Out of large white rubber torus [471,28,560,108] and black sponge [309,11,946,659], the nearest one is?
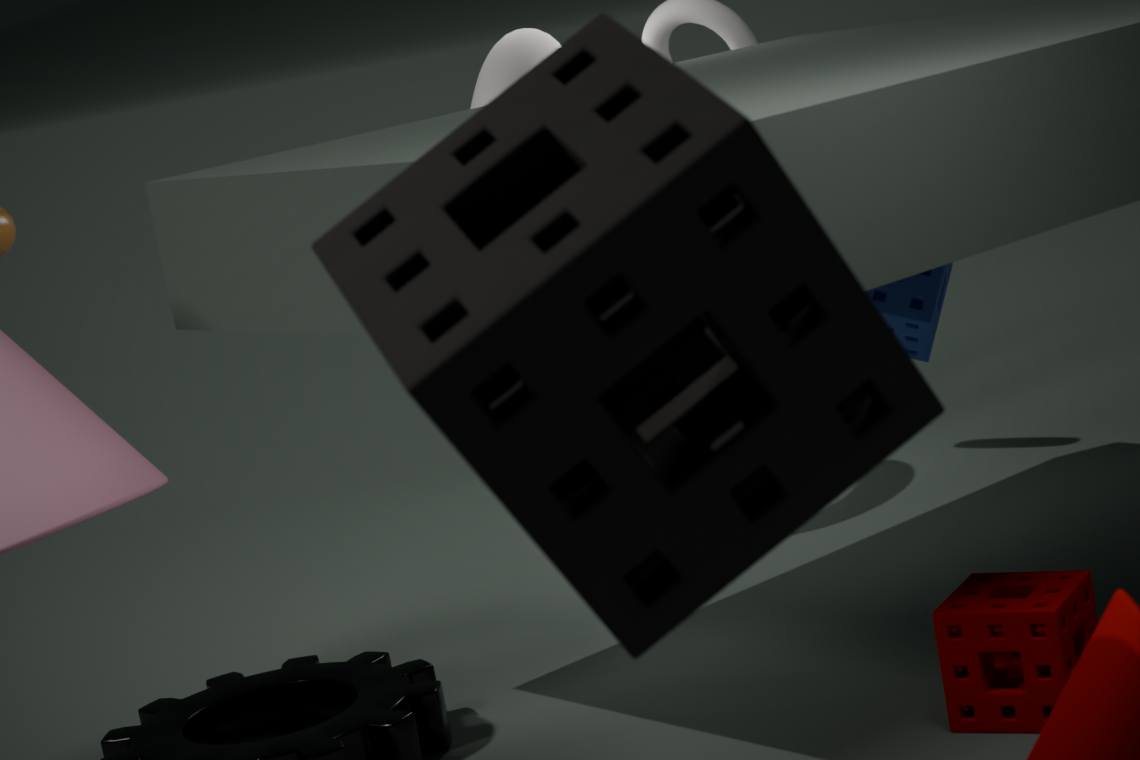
black sponge [309,11,946,659]
